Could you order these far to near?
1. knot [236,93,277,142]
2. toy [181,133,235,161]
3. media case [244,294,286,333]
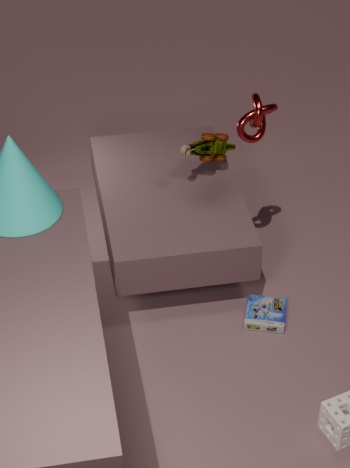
toy [181,133,235,161]
media case [244,294,286,333]
knot [236,93,277,142]
